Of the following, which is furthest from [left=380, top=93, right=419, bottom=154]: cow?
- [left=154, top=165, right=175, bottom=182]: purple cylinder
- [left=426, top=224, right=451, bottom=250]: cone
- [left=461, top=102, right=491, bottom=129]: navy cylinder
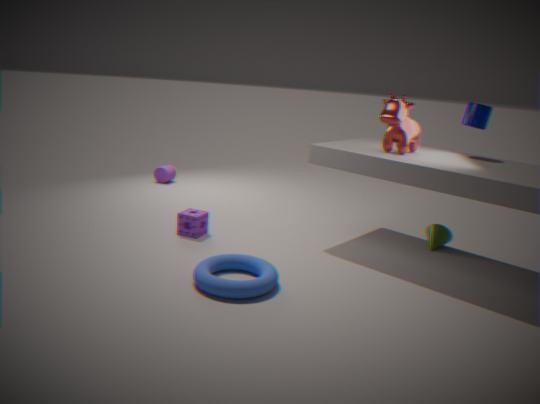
[left=154, top=165, right=175, bottom=182]: purple cylinder
